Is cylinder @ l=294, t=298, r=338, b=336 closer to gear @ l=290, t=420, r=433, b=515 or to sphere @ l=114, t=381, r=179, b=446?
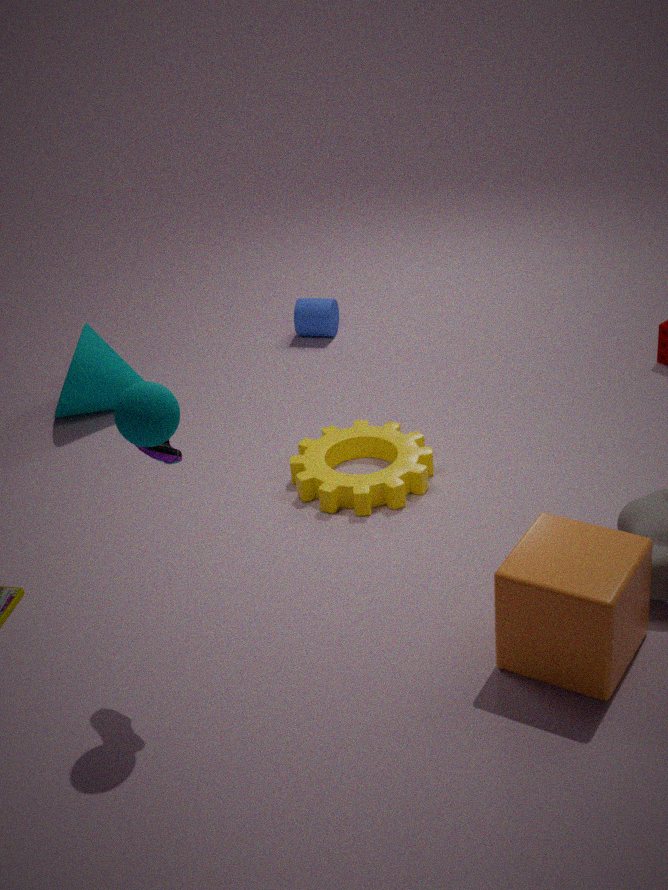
gear @ l=290, t=420, r=433, b=515
